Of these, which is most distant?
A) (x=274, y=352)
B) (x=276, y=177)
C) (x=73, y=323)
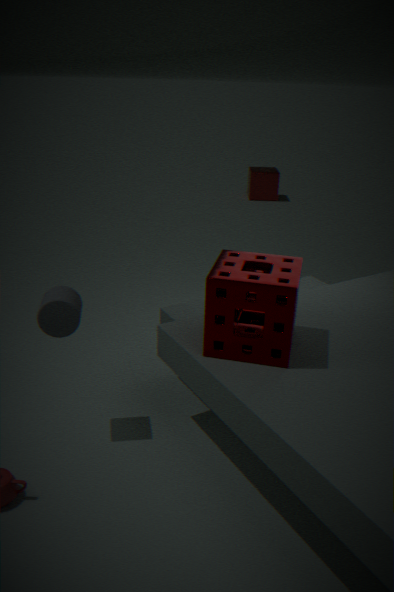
(x=276, y=177)
